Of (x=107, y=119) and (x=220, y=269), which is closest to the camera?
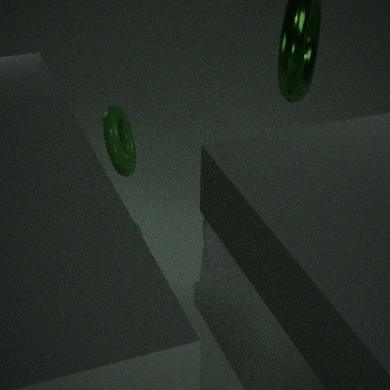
(x=107, y=119)
